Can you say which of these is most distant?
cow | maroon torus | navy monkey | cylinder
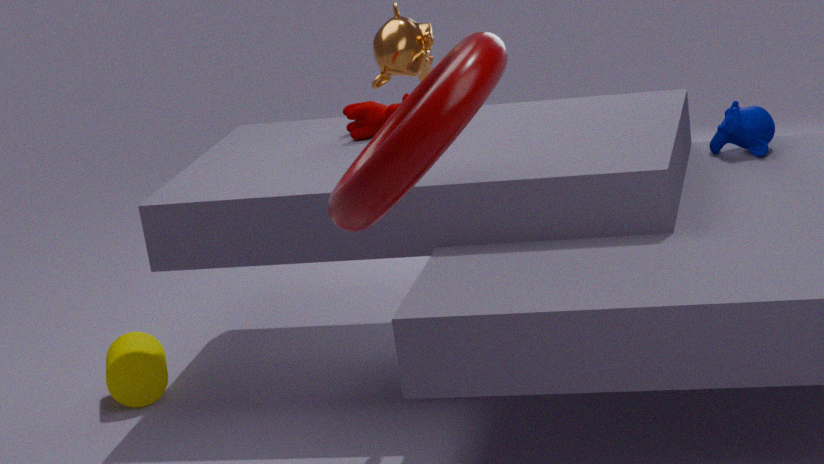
cow
